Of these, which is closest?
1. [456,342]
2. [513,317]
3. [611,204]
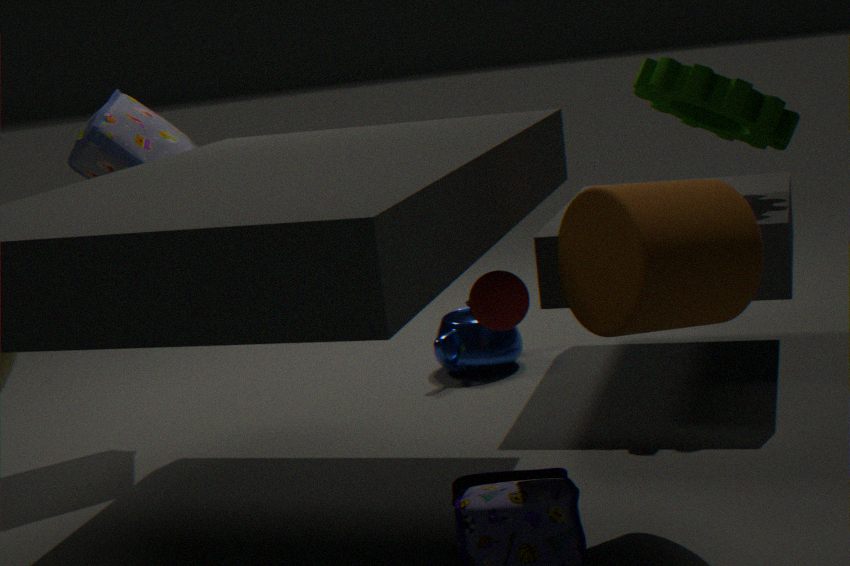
[611,204]
